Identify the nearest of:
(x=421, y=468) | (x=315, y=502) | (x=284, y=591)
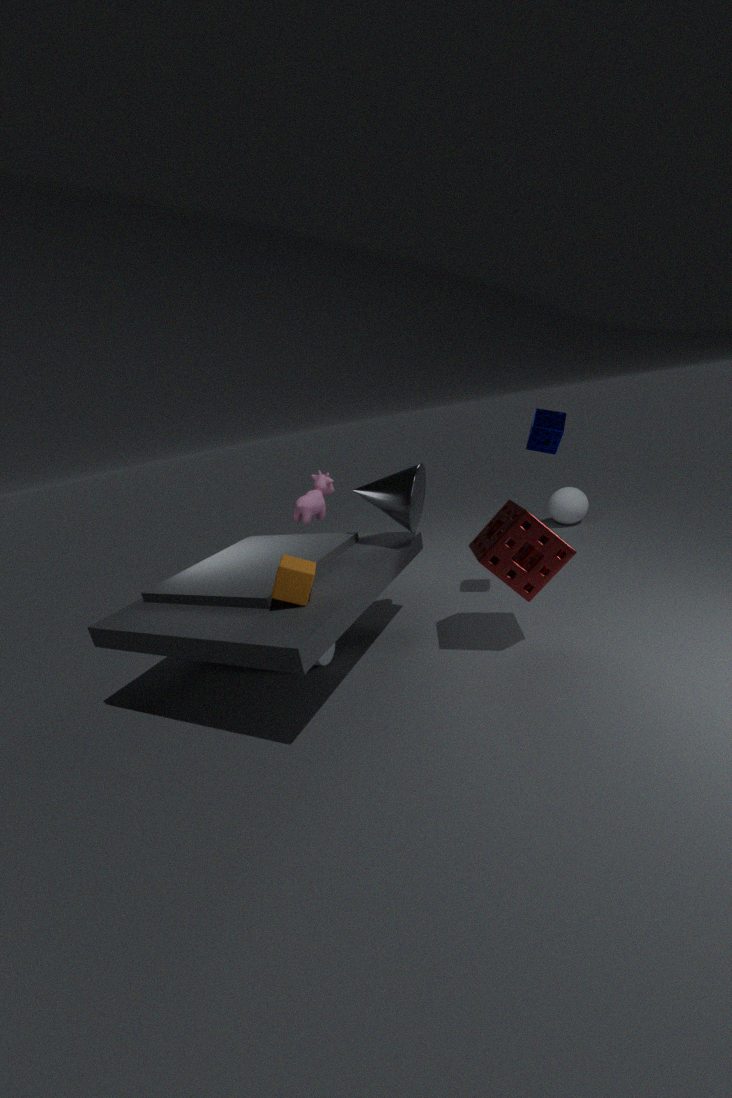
(x=284, y=591)
